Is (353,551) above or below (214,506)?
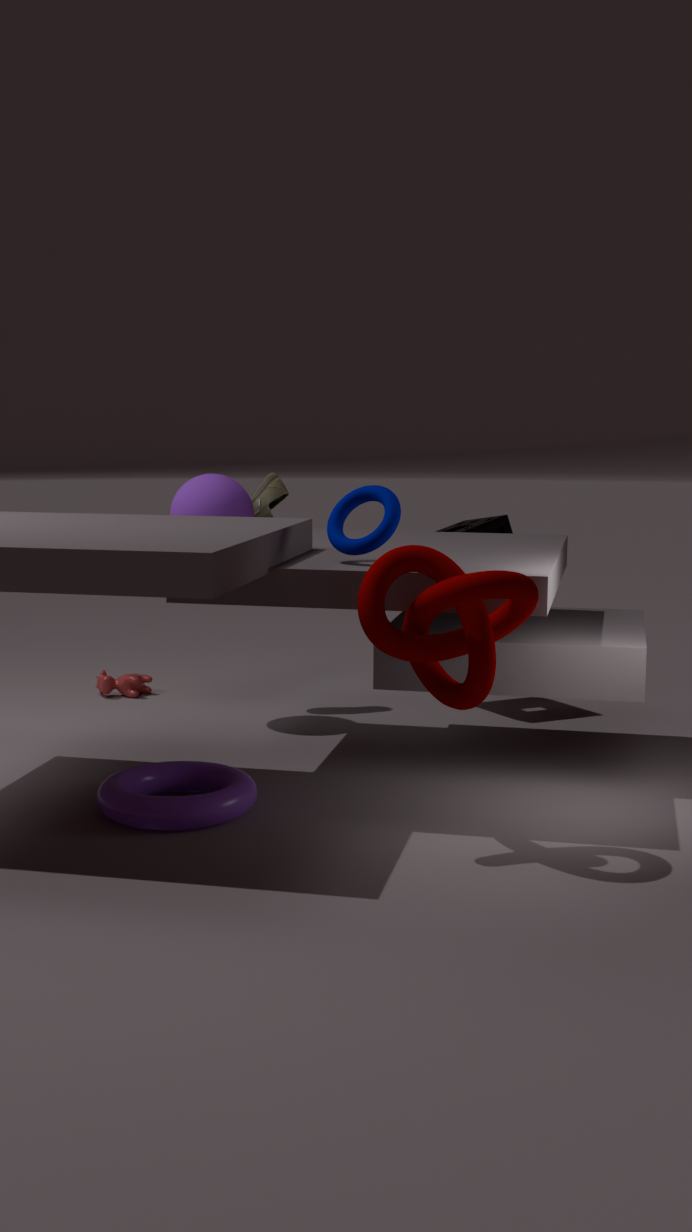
above
